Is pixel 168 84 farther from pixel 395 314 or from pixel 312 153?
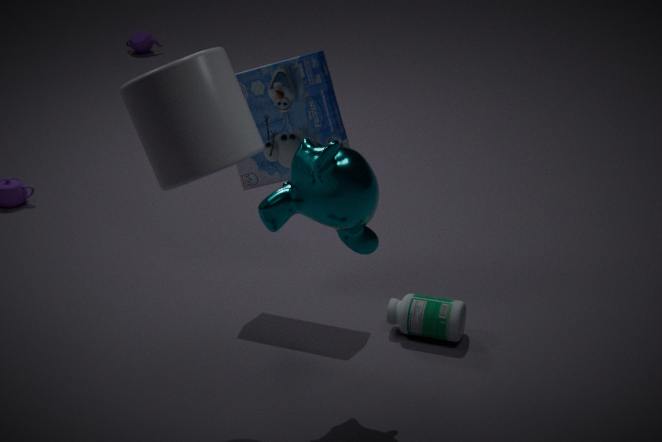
pixel 395 314
